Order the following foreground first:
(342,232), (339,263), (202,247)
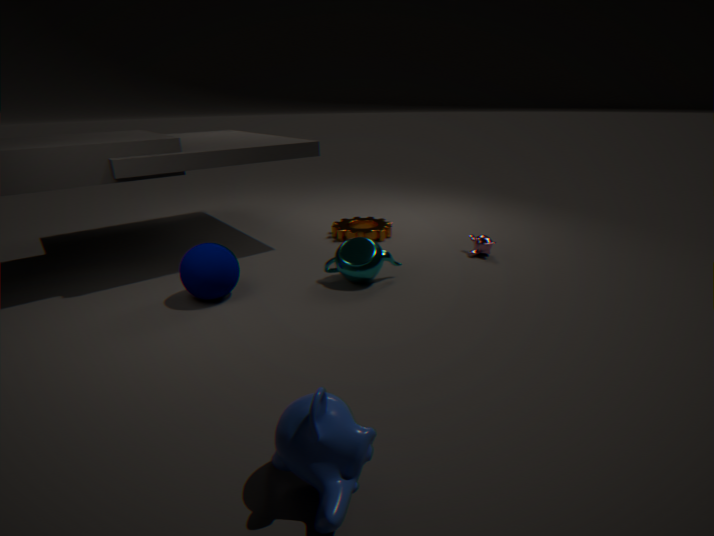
(202,247), (339,263), (342,232)
